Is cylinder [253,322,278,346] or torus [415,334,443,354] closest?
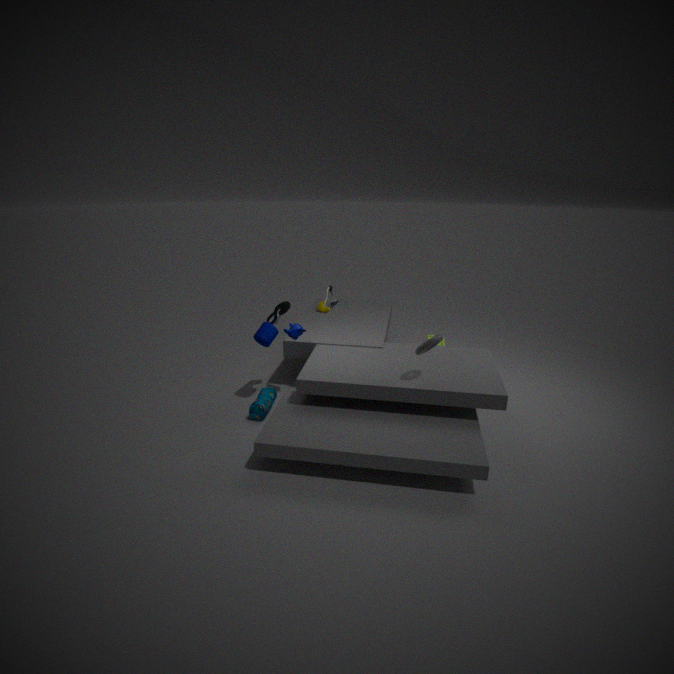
torus [415,334,443,354]
